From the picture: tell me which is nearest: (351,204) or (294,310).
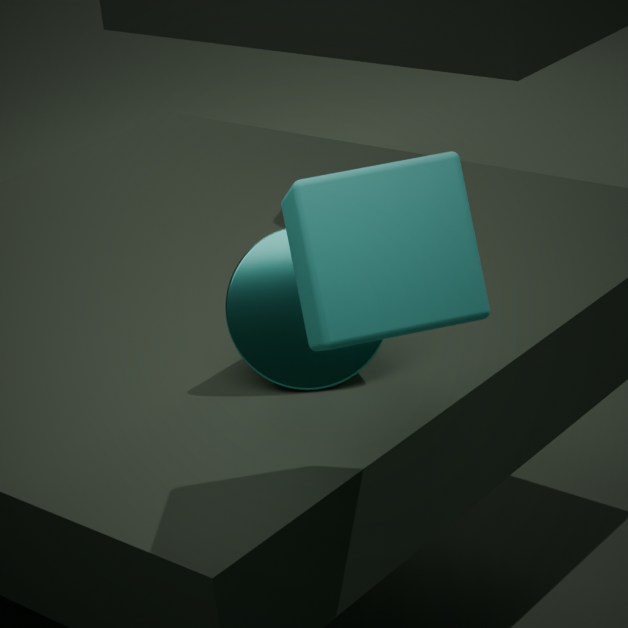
(351,204)
